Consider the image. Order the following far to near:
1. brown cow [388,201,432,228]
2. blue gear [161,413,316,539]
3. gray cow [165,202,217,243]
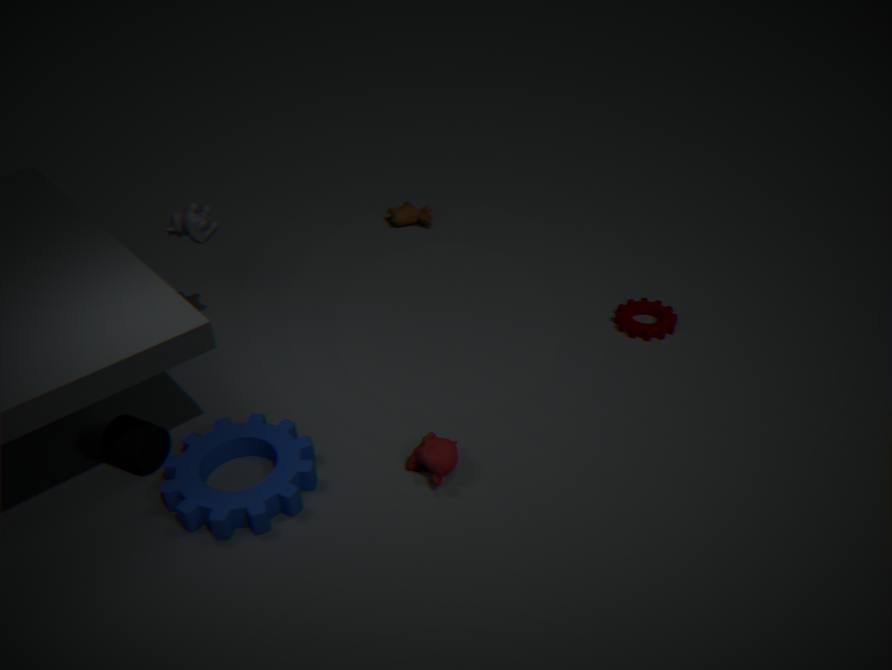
brown cow [388,201,432,228]
gray cow [165,202,217,243]
blue gear [161,413,316,539]
